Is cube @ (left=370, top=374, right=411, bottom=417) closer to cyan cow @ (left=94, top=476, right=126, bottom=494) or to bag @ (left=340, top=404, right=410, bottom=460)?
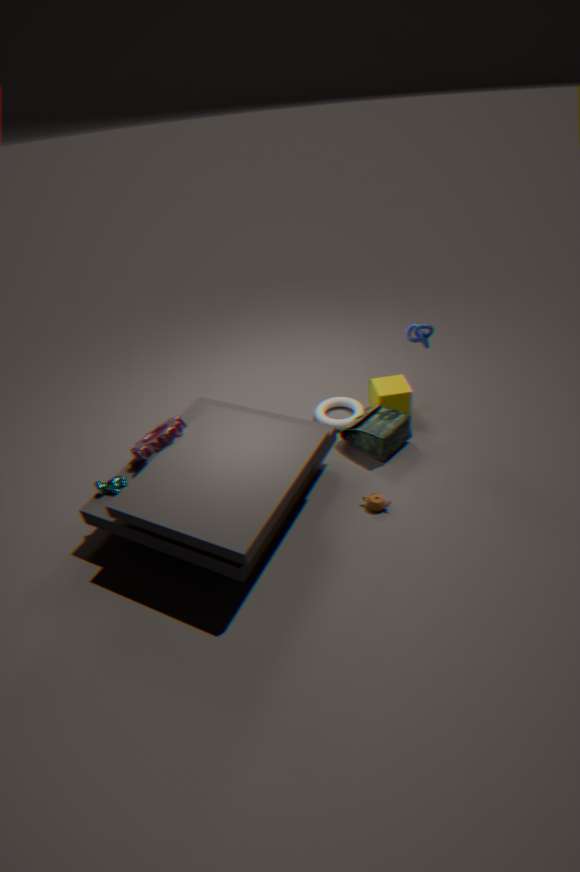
bag @ (left=340, top=404, right=410, bottom=460)
